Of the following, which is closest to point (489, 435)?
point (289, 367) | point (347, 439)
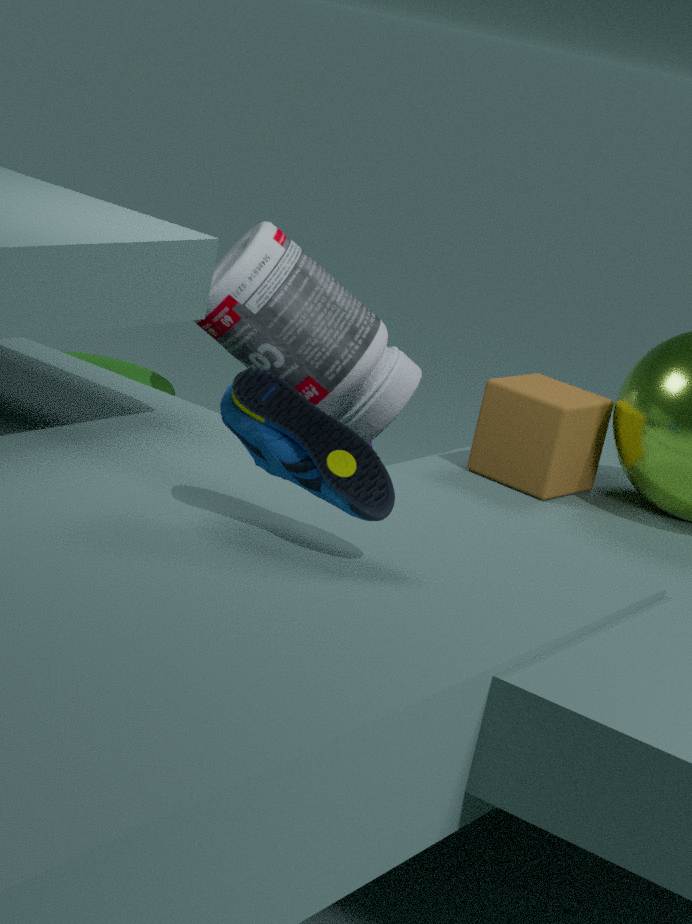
point (289, 367)
